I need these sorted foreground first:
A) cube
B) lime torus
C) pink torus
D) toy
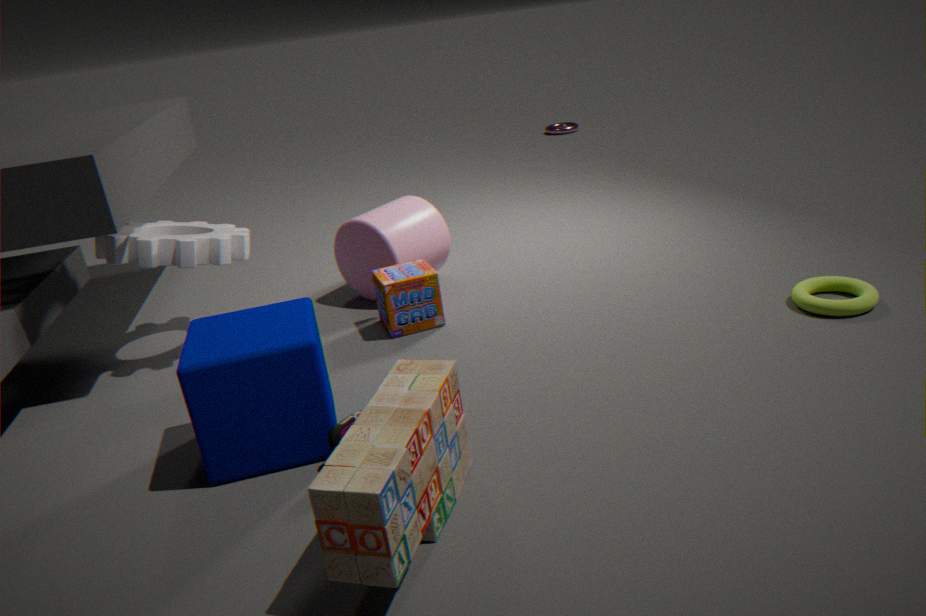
toy → cube → lime torus → pink torus
